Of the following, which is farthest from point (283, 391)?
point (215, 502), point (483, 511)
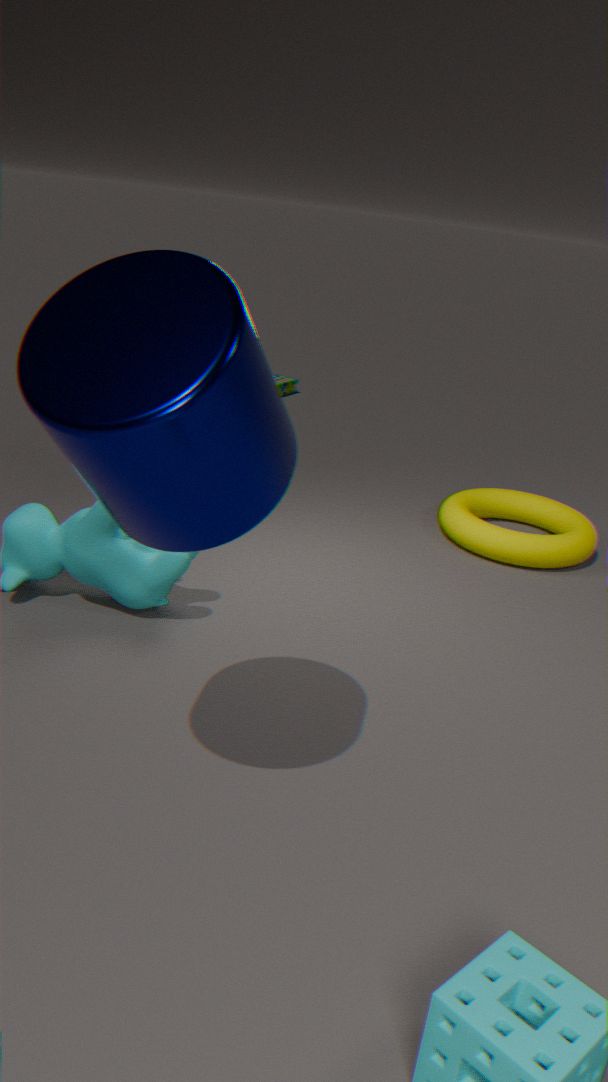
point (215, 502)
